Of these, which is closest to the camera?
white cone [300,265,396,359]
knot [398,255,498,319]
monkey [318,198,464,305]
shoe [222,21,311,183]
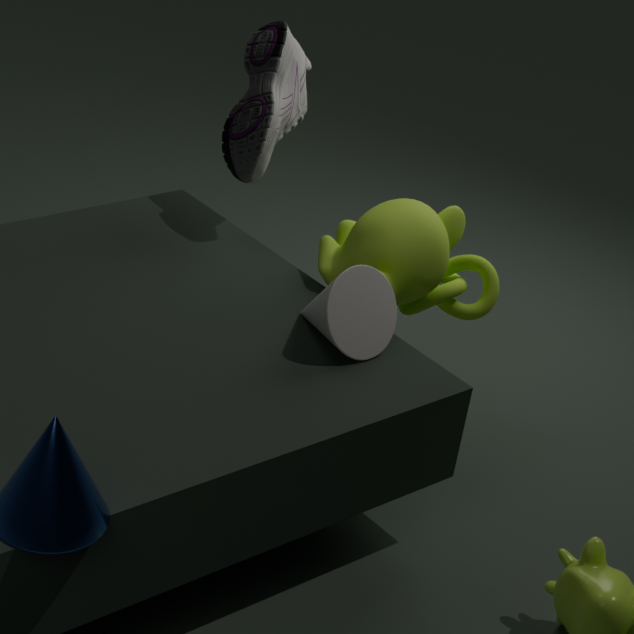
white cone [300,265,396,359]
